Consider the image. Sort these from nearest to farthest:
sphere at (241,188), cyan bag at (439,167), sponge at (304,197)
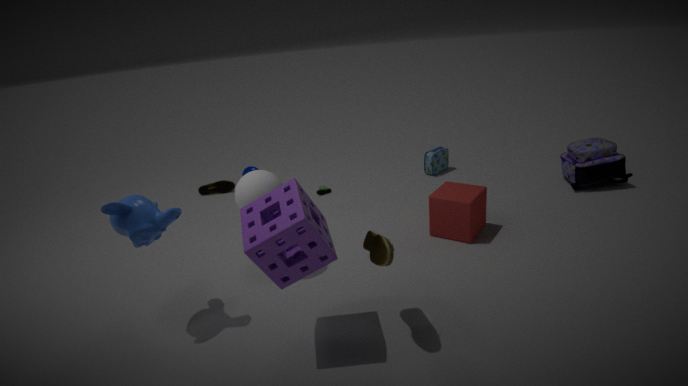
sponge at (304,197) < sphere at (241,188) < cyan bag at (439,167)
